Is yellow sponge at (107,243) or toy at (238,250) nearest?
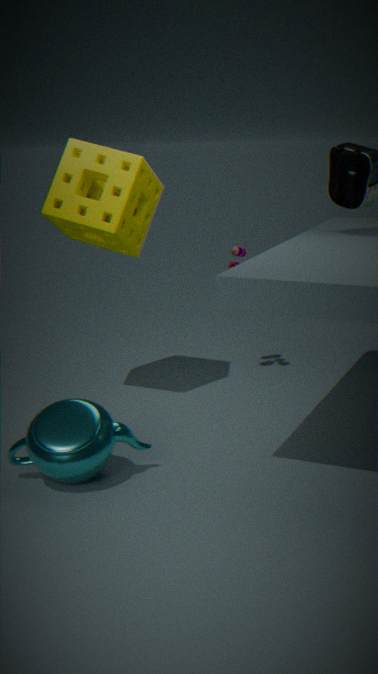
yellow sponge at (107,243)
